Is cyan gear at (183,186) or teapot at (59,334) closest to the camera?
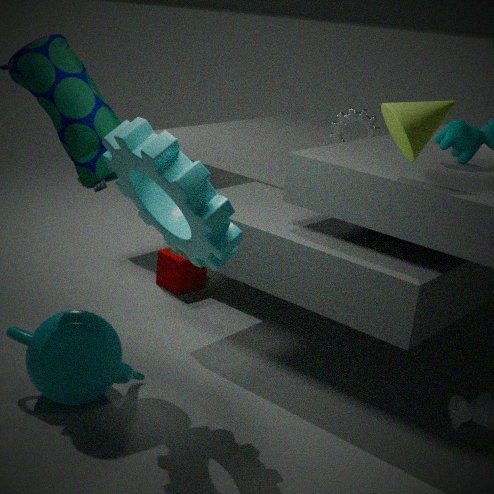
cyan gear at (183,186)
